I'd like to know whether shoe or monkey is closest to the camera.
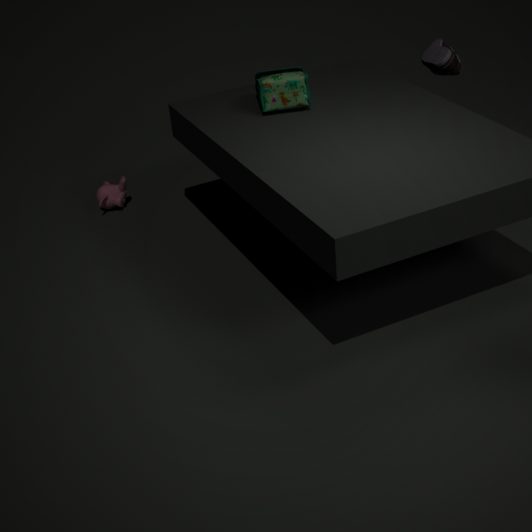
monkey
